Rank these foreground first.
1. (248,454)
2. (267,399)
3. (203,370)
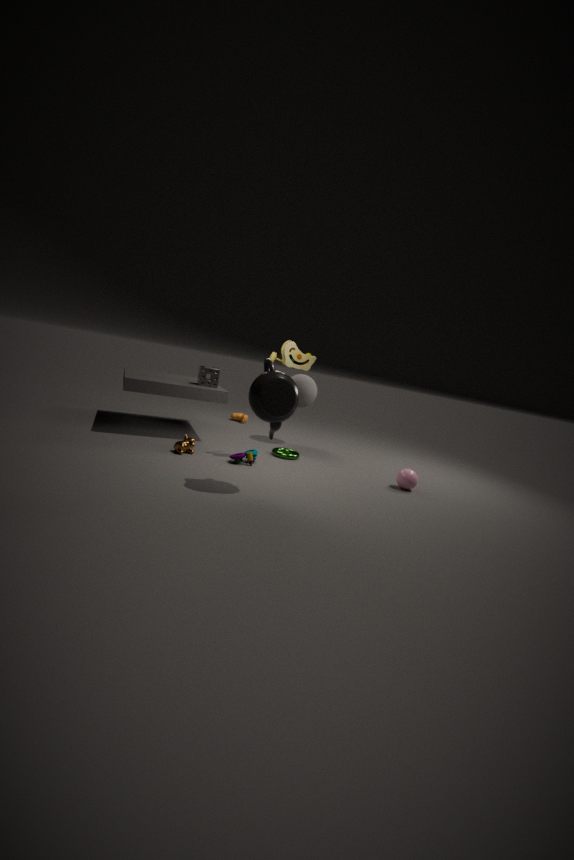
(267,399) → (248,454) → (203,370)
